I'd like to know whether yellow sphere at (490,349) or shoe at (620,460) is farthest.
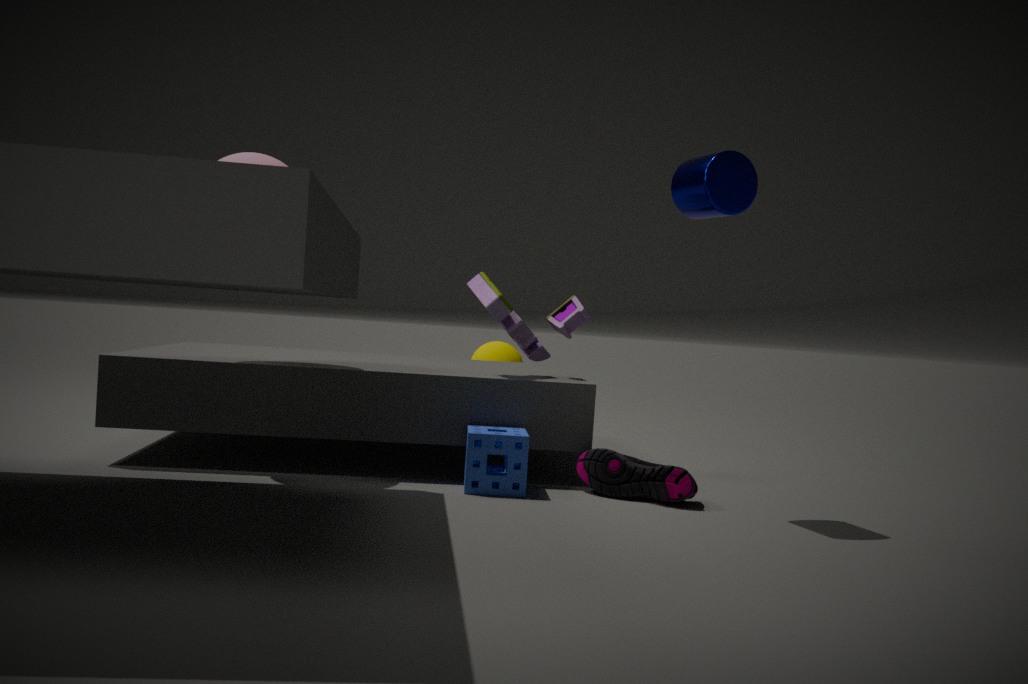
yellow sphere at (490,349)
